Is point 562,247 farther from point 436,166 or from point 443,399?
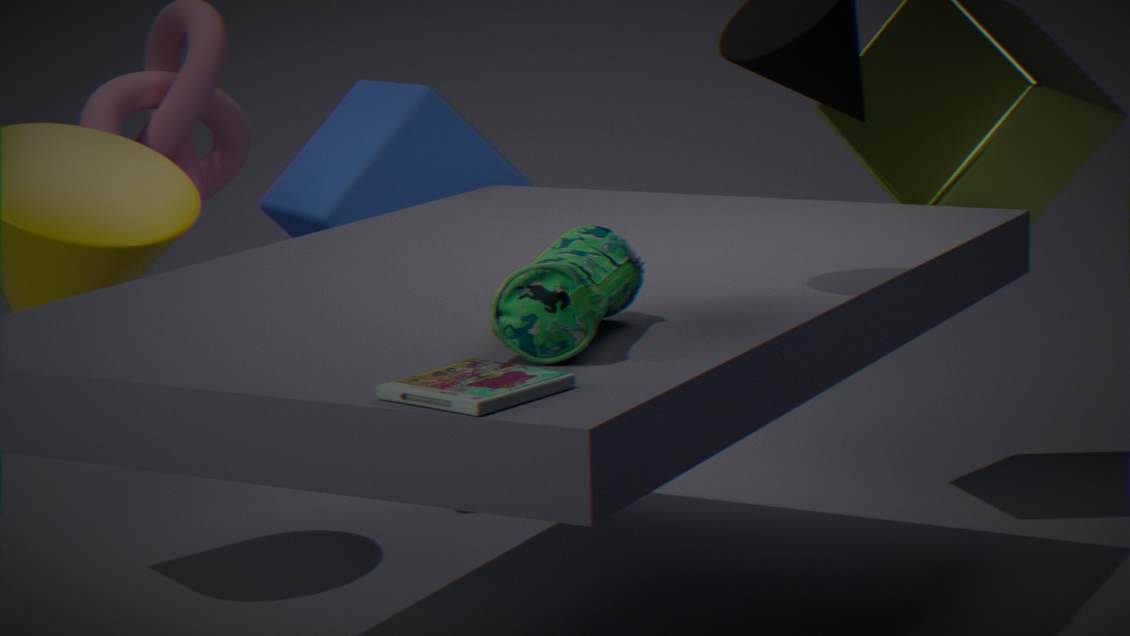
point 436,166
